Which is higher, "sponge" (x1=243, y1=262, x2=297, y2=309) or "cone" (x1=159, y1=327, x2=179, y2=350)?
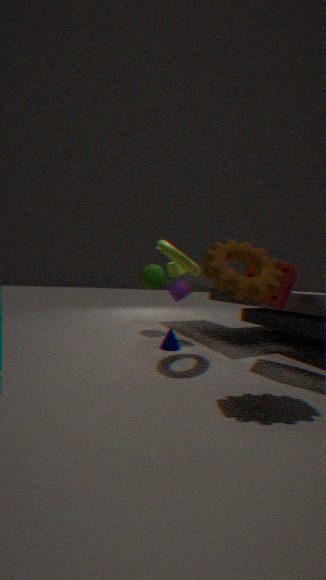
"sponge" (x1=243, y1=262, x2=297, y2=309)
